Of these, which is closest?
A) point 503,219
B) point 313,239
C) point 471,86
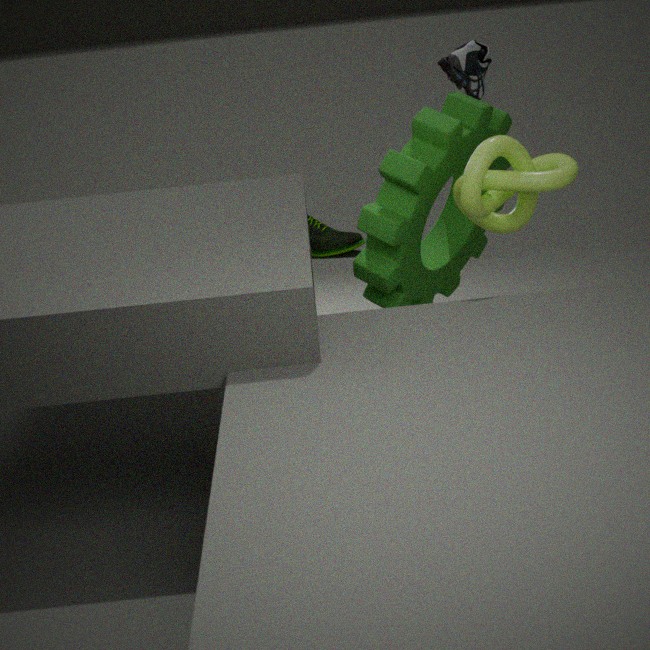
point 503,219
